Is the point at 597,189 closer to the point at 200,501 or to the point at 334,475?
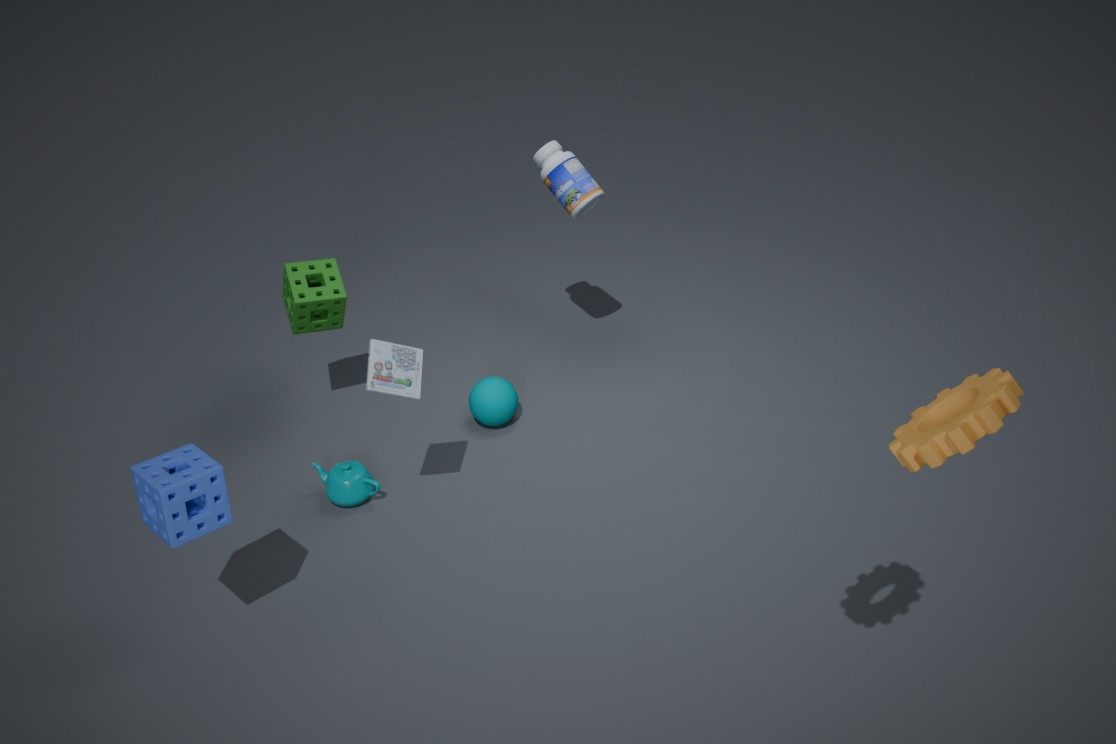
the point at 334,475
